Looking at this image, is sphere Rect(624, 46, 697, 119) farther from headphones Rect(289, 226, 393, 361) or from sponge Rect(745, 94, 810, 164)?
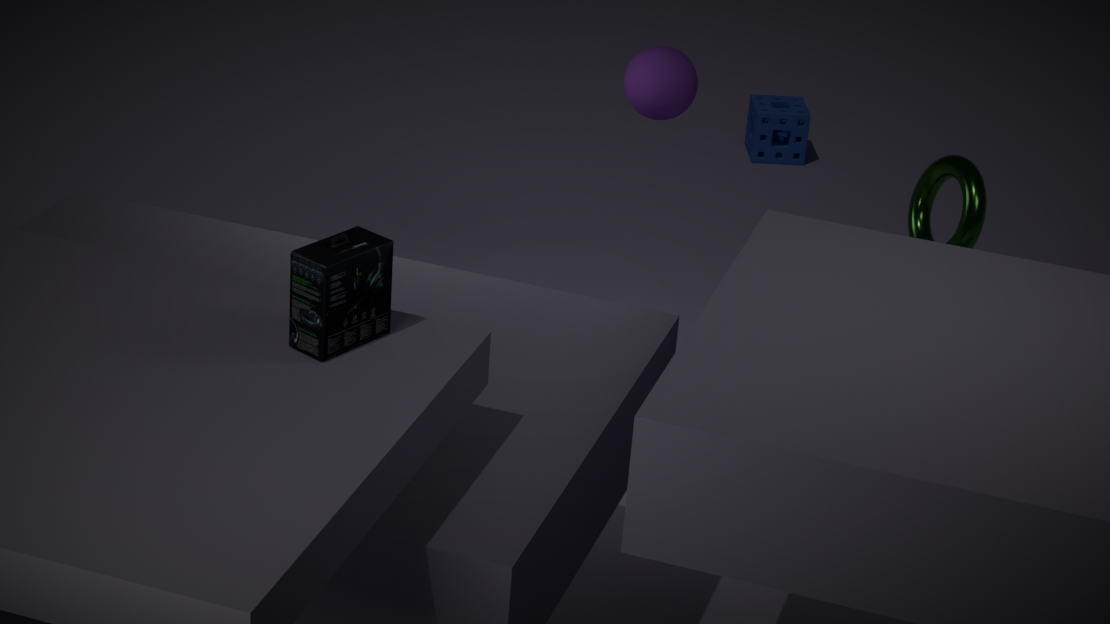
sponge Rect(745, 94, 810, 164)
